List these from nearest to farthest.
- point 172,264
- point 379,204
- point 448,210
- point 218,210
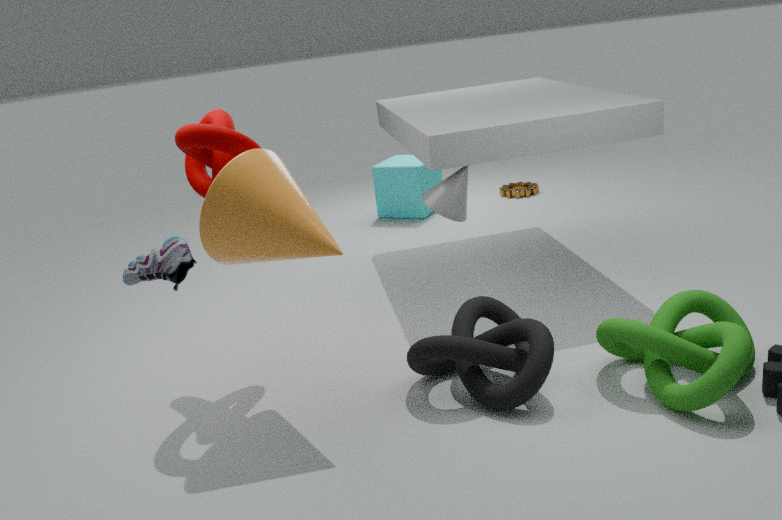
point 172,264 < point 218,210 < point 448,210 < point 379,204
